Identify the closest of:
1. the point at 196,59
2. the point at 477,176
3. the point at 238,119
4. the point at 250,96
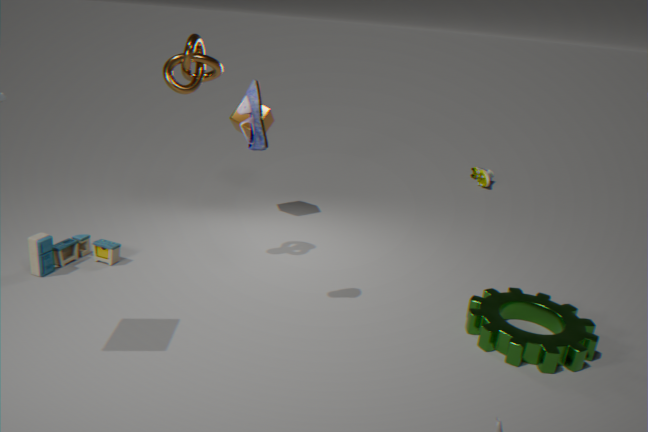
the point at 250,96
